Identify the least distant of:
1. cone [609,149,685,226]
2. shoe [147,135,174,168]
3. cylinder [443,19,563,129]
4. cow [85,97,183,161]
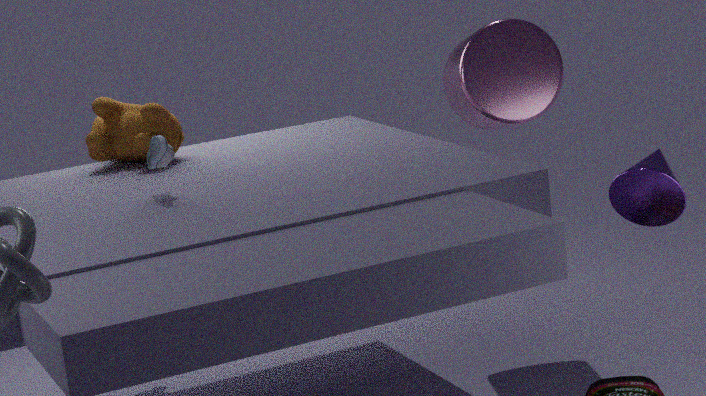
cone [609,149,685,226]
